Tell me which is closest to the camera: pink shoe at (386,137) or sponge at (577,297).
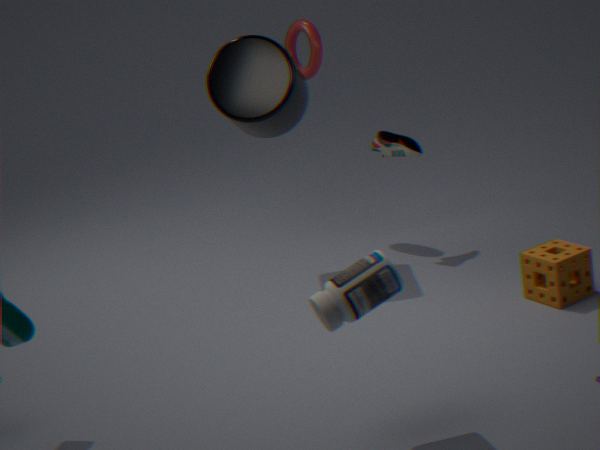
sponge at (577,297)
